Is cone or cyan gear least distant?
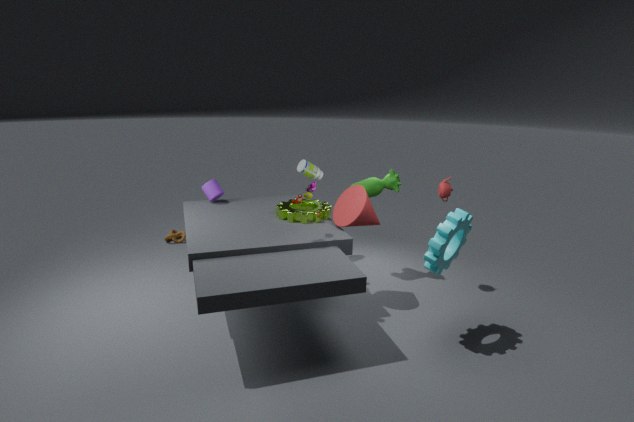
cyan gear
